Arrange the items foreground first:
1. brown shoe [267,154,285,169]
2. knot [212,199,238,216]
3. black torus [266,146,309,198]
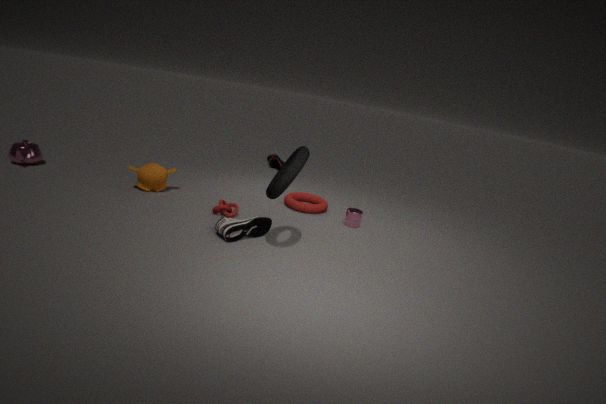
black torus [266,146,309,198], knot [212,199,238,216], brown shoe [267,154,285,169]
